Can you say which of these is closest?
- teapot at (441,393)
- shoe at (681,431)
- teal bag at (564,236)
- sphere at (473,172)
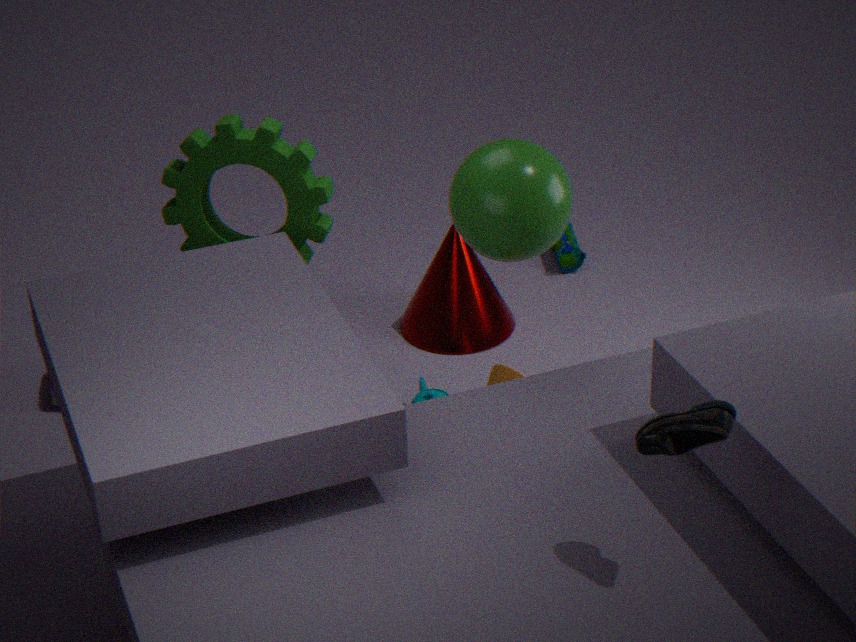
shoe at (681,431)
